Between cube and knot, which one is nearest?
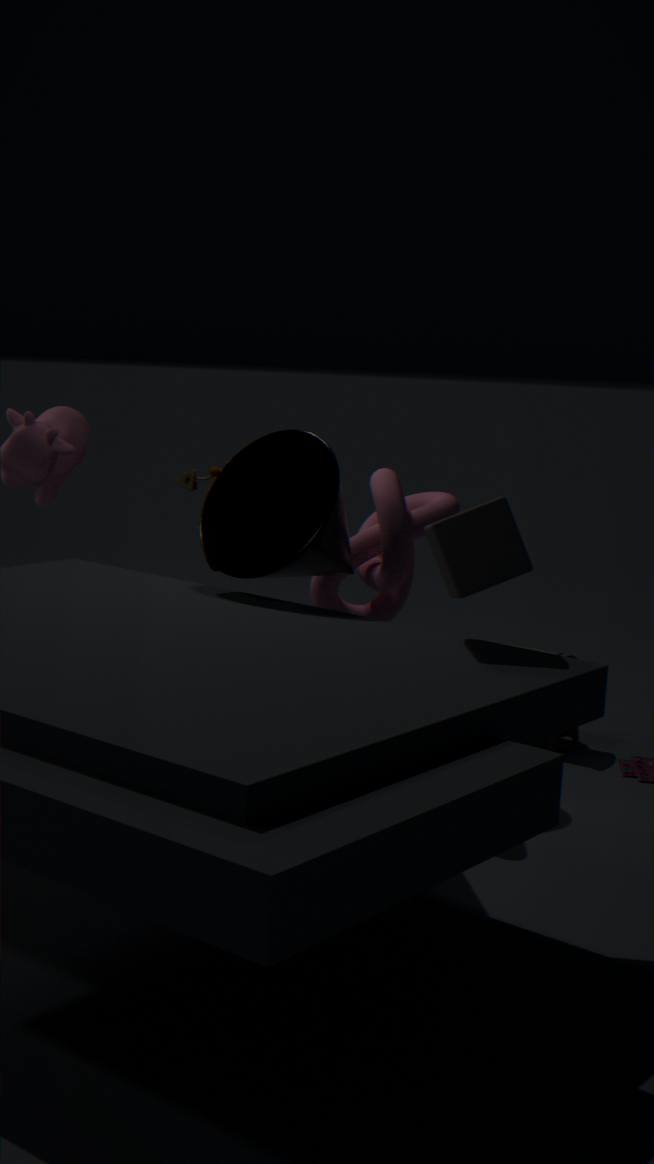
cube
